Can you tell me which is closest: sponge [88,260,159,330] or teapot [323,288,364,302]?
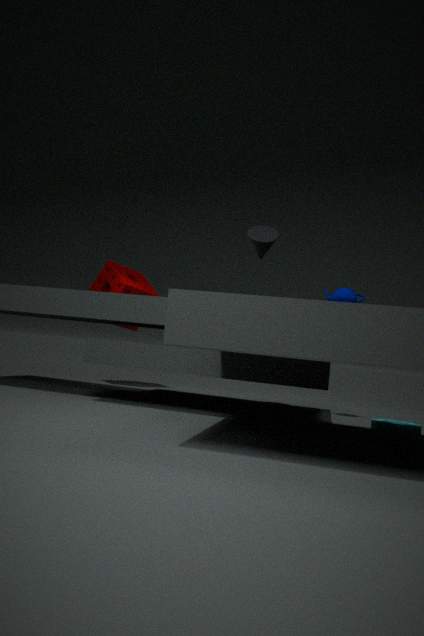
teapot [323,288,364,302]
